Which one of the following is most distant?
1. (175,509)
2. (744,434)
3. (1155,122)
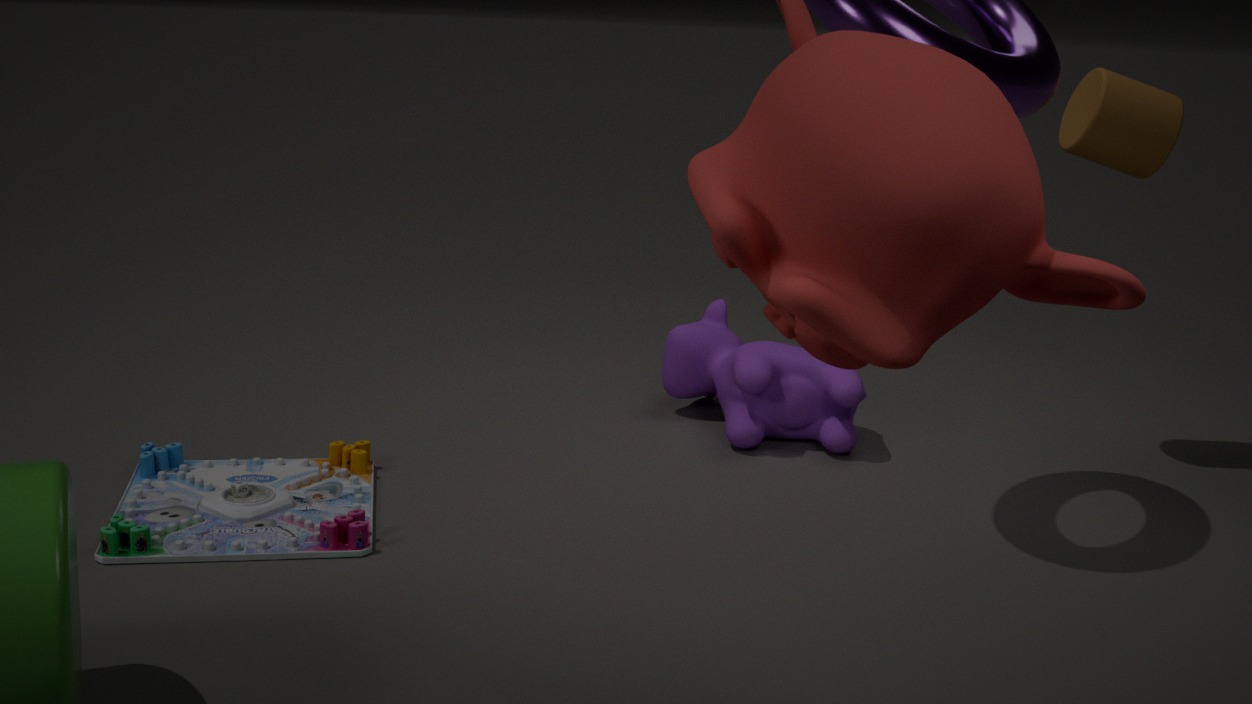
(744,434)
